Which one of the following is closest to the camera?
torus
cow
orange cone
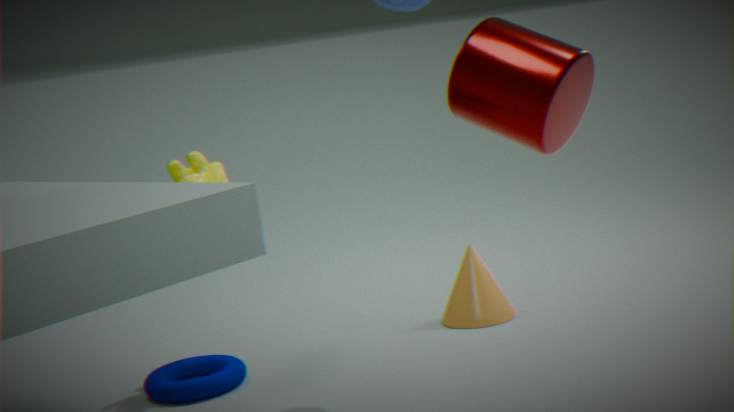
torus
